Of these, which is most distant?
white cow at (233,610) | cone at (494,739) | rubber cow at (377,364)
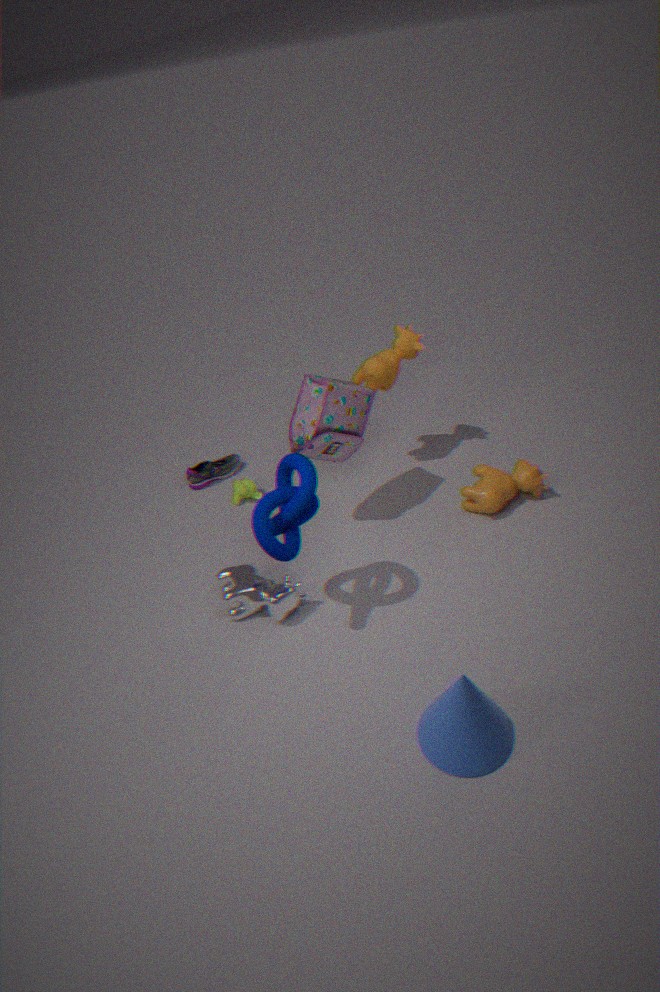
rubber cow at (377,364)
